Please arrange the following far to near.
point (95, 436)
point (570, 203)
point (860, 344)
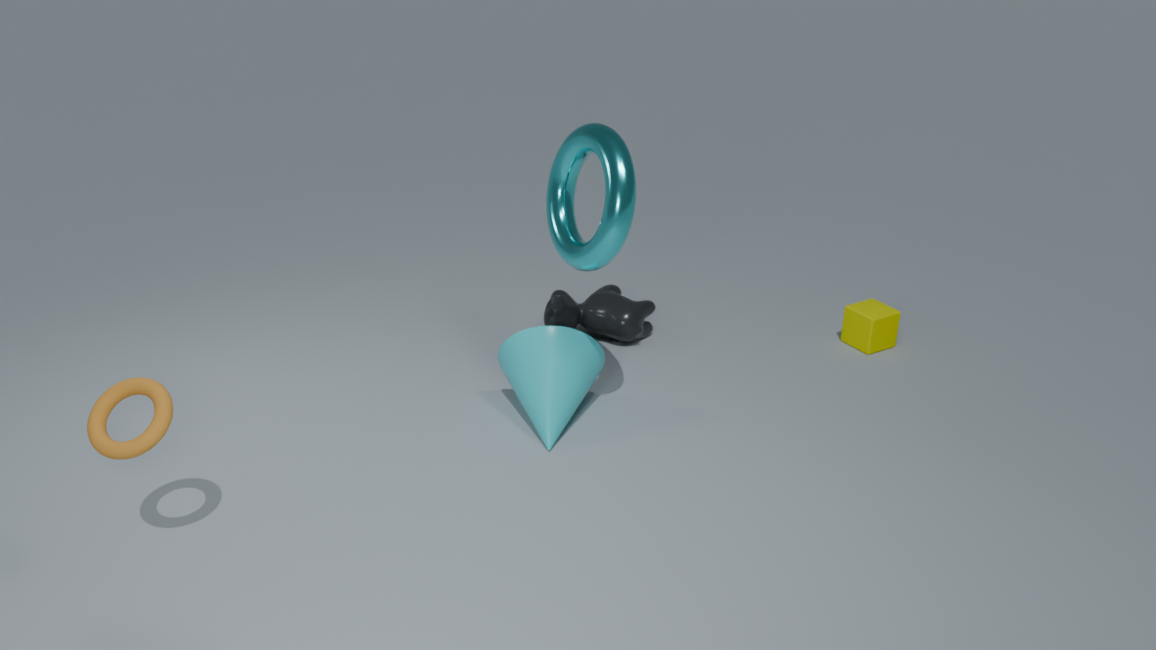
1. point (860, 344)
2. point (570, 203)
3. point (95, 436)
